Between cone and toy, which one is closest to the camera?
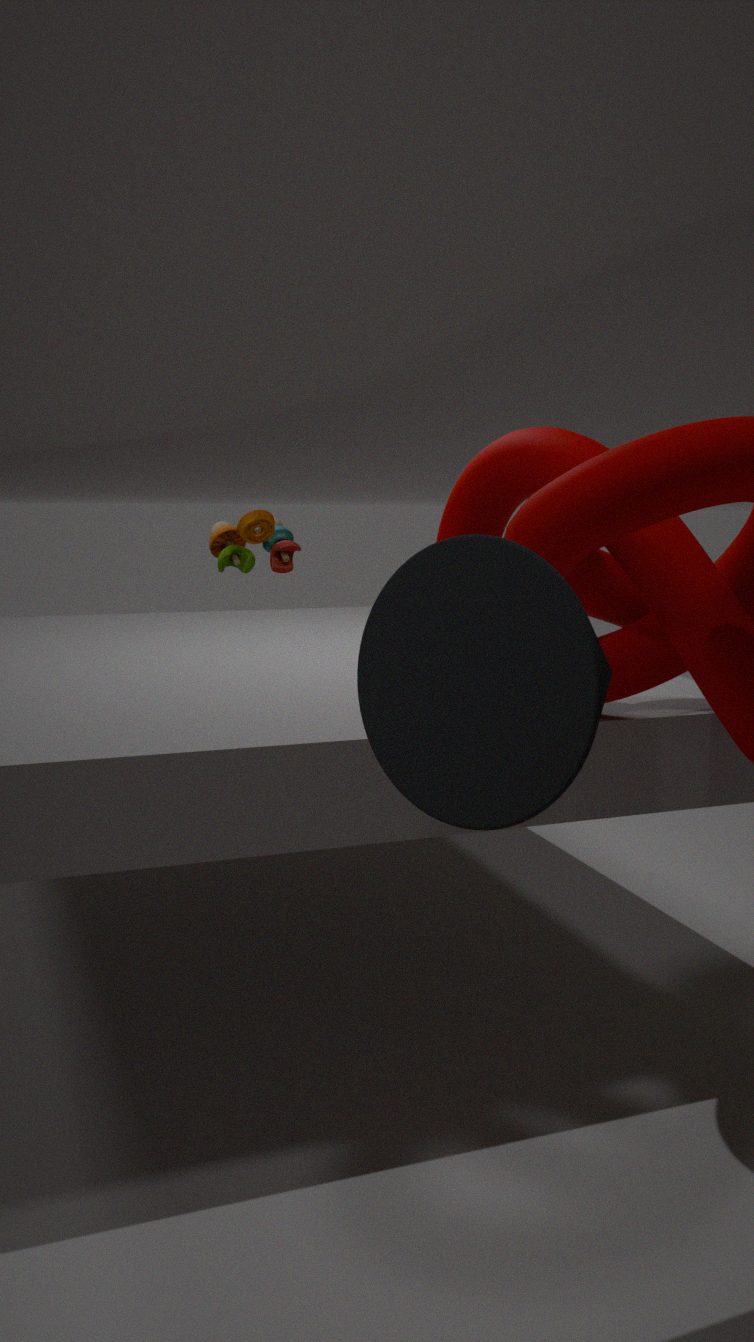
cone
